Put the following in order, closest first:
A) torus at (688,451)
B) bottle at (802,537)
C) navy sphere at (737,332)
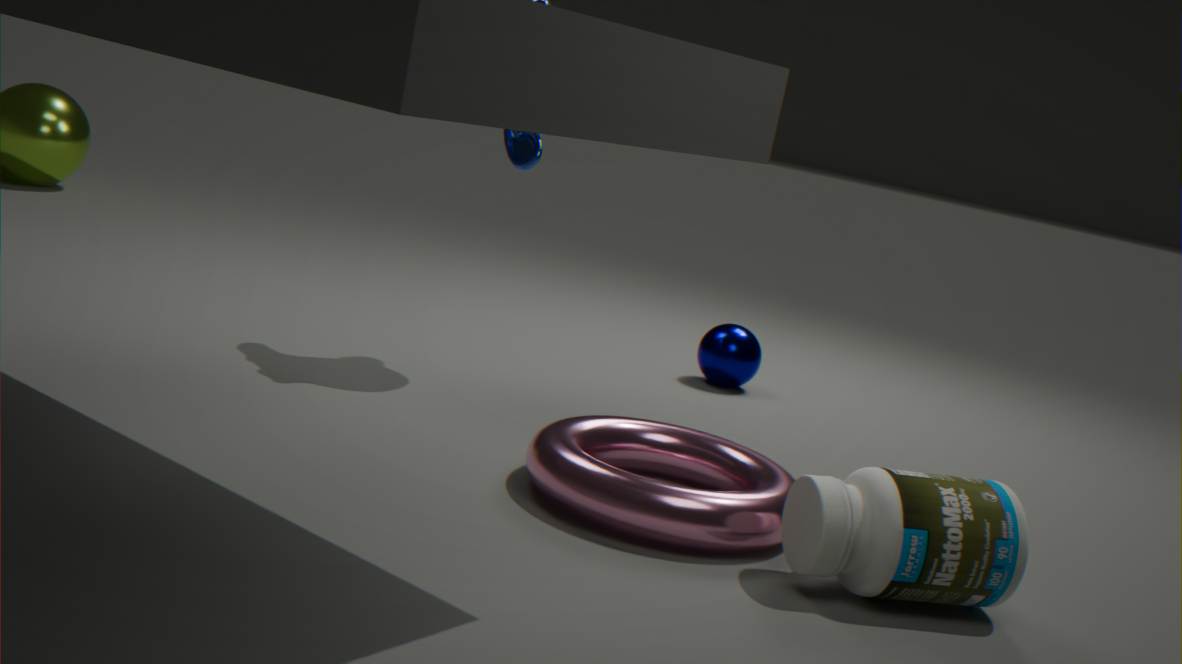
bottle at (802,537) < torus at (688,451) < navy sphere at (737,332)
